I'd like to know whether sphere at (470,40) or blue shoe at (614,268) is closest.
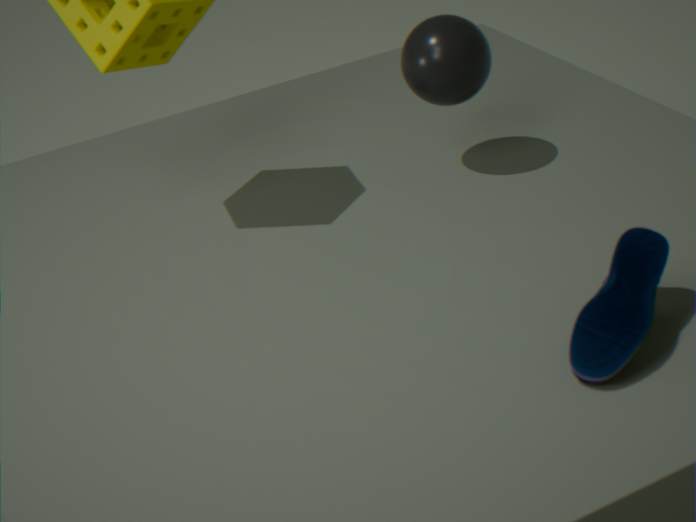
blue shoe at (614,268)
